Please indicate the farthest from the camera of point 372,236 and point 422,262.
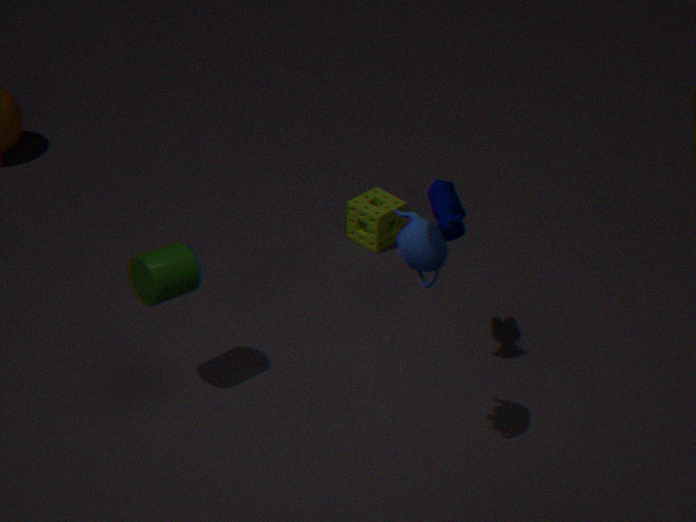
point 372,236
